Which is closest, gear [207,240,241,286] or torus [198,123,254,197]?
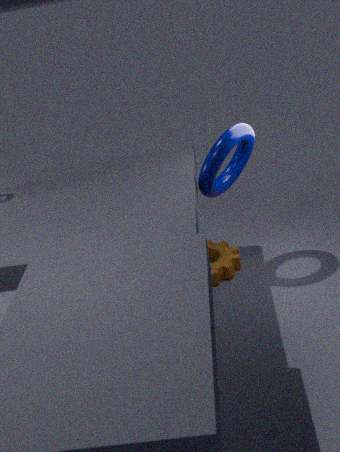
torus [198,123,254,197]
